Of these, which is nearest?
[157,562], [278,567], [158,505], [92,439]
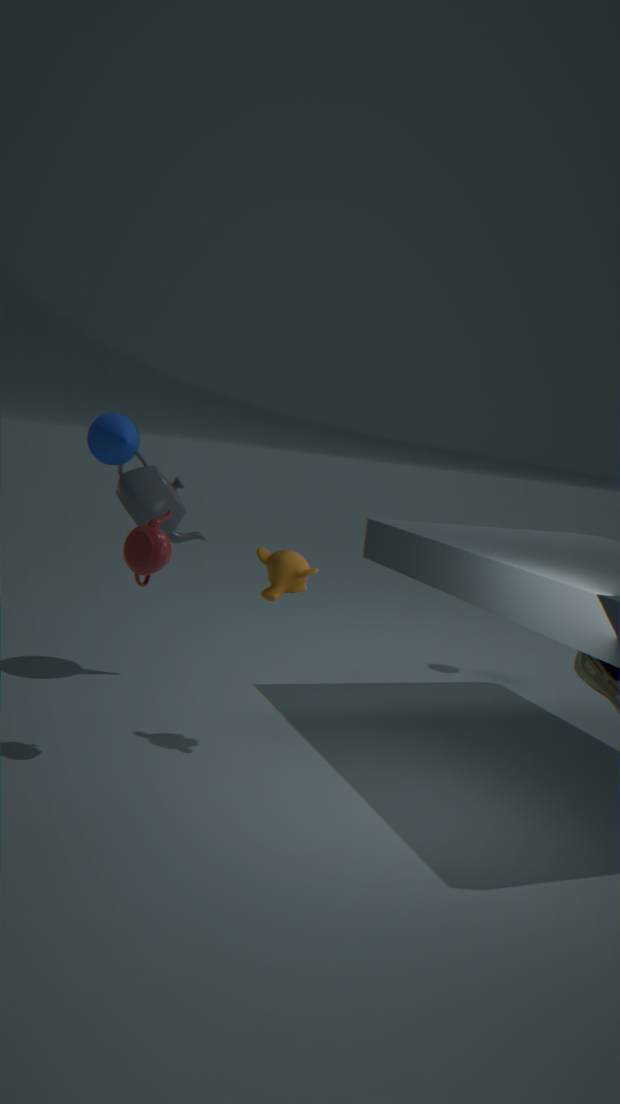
[157,562]
